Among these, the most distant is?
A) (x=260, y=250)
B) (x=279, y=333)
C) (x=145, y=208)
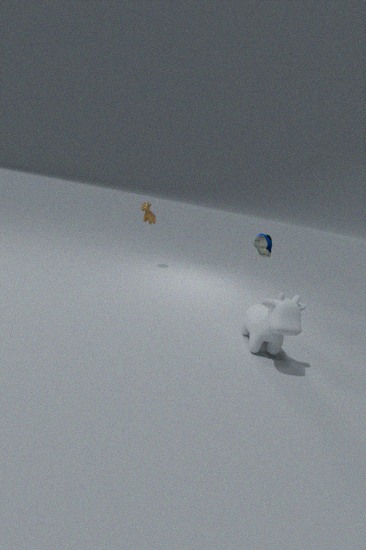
(x=145, y=208)
